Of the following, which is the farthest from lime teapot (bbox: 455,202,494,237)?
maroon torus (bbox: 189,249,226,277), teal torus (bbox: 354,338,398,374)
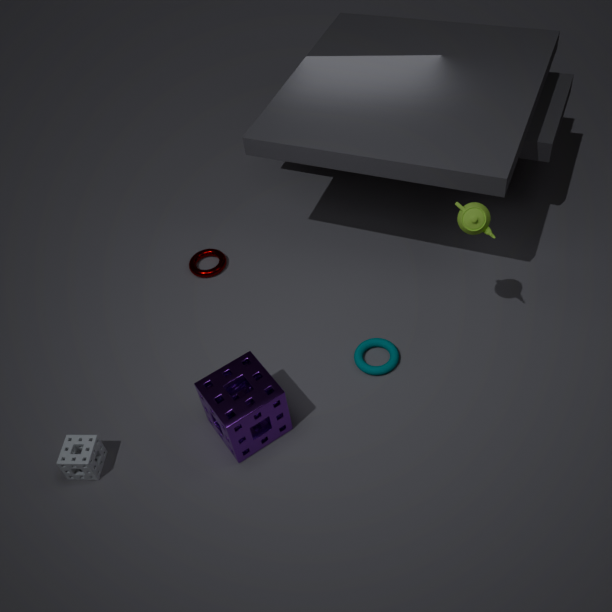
maroon torus (bbox: 189,249,226,277)
